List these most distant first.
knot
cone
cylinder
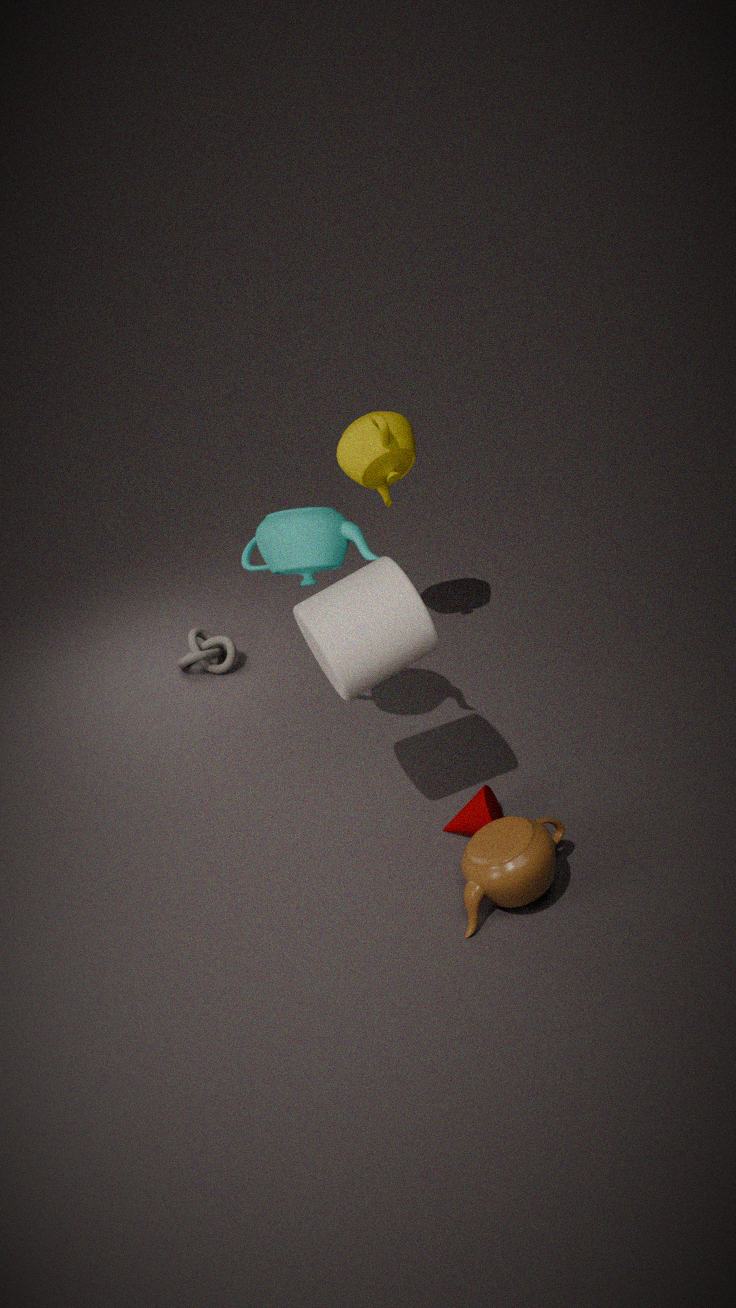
knot
cone
cylinder
